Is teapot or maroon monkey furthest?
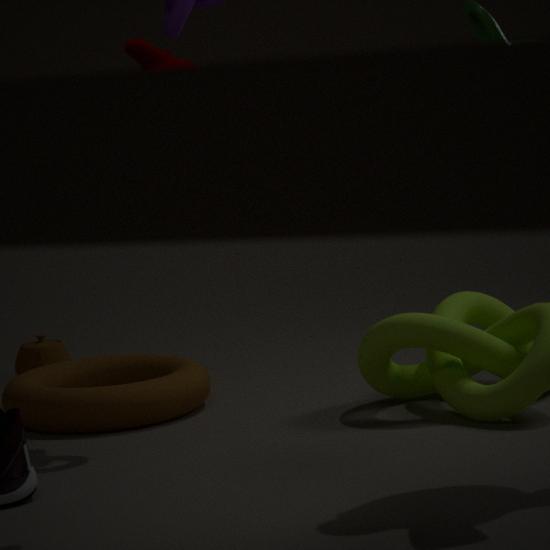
teapot
